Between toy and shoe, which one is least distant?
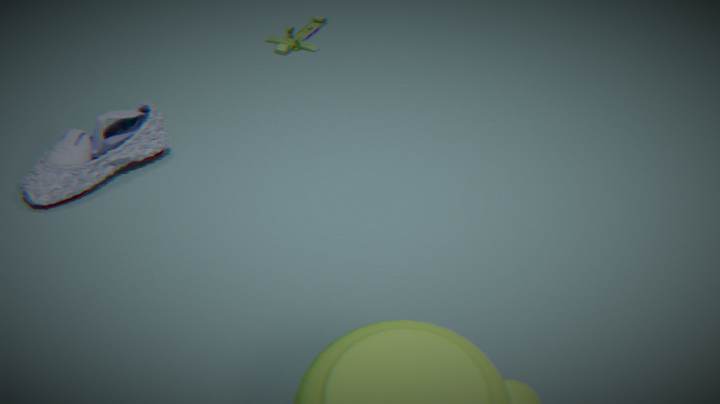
shoe
